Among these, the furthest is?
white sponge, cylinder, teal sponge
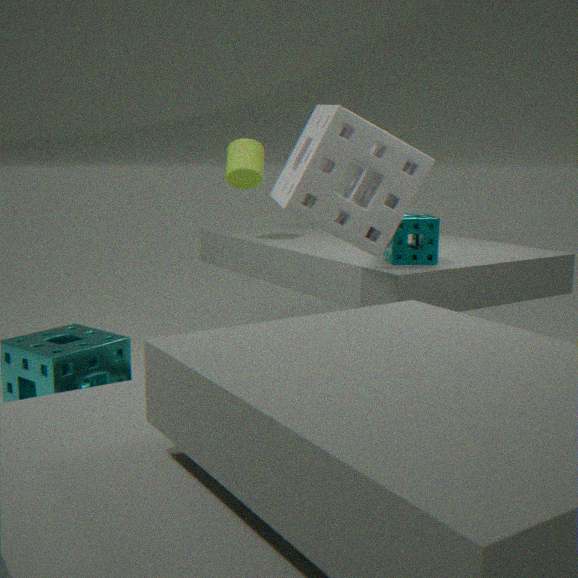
cylinder
